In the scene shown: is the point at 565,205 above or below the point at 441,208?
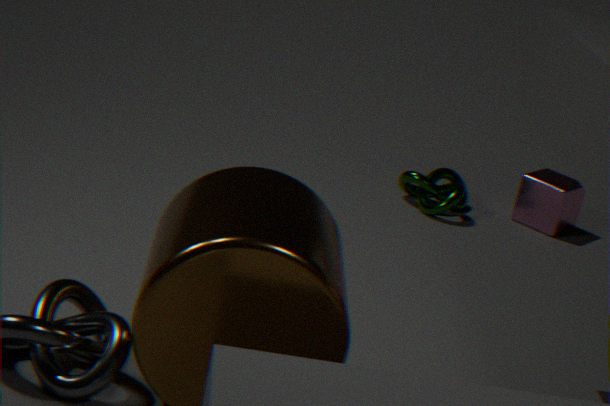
above
